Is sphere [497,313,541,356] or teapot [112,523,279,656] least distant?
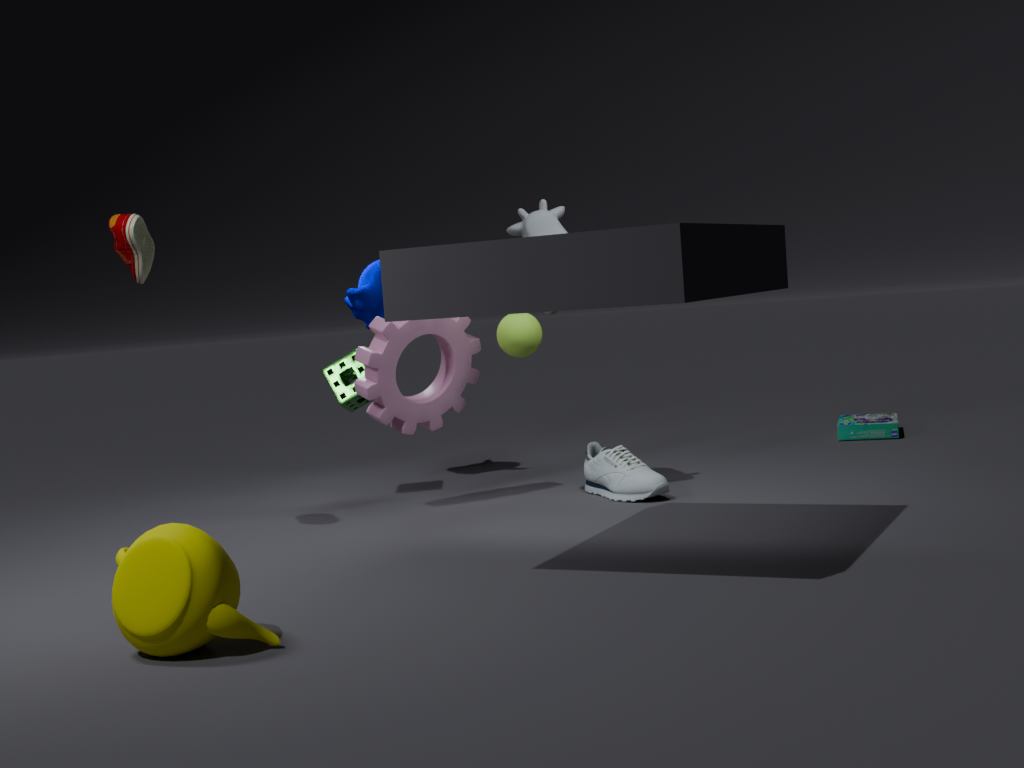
teapot [112,523,279,656]
